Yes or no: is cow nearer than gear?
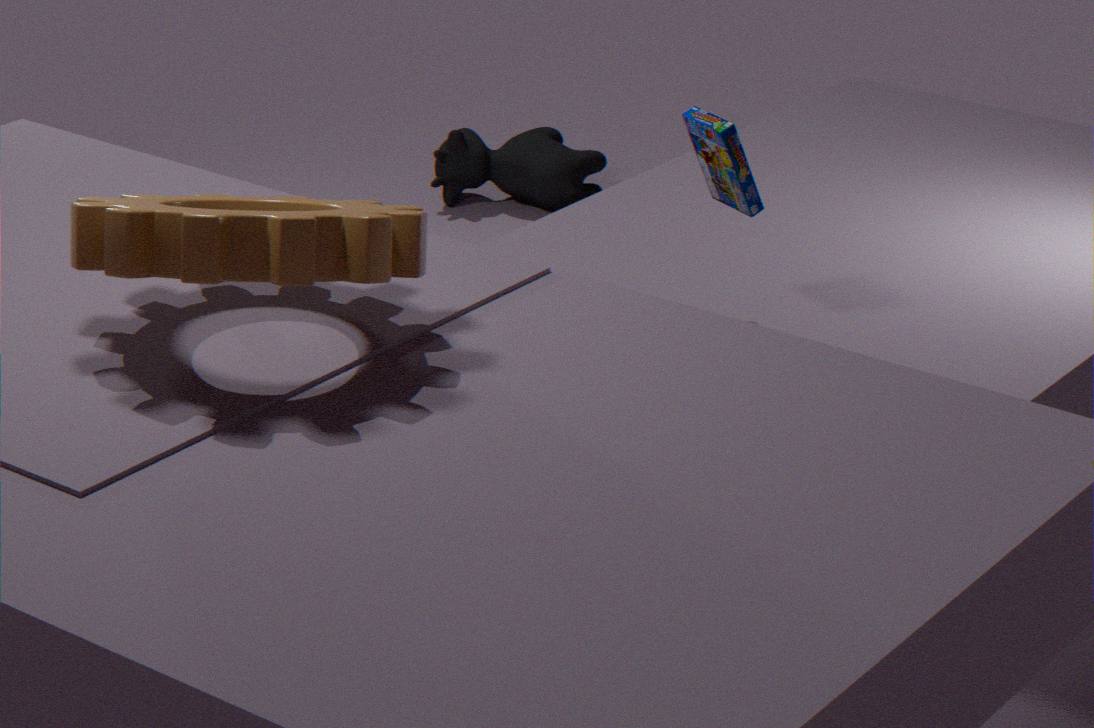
No
